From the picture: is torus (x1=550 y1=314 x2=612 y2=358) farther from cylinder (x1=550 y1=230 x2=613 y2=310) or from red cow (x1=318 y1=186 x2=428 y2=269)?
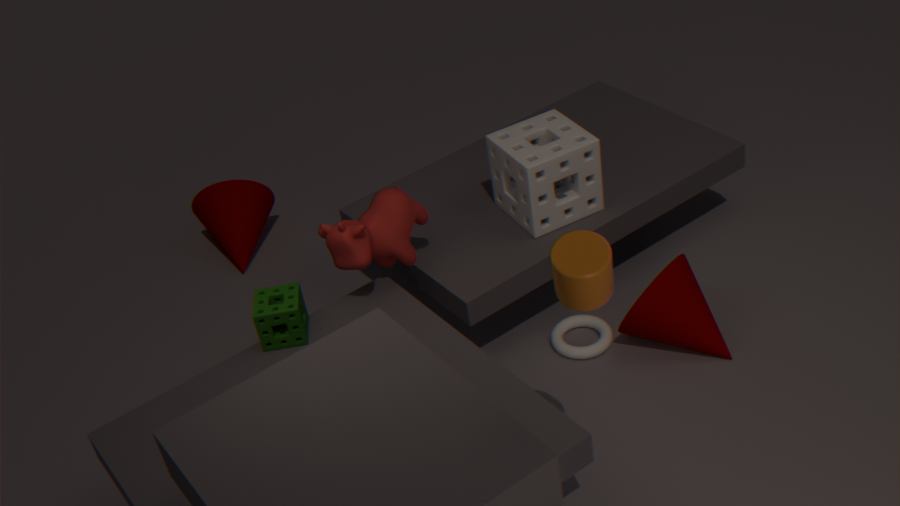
cylinder (x1=550 y1=230 x2=613 y2=310)
